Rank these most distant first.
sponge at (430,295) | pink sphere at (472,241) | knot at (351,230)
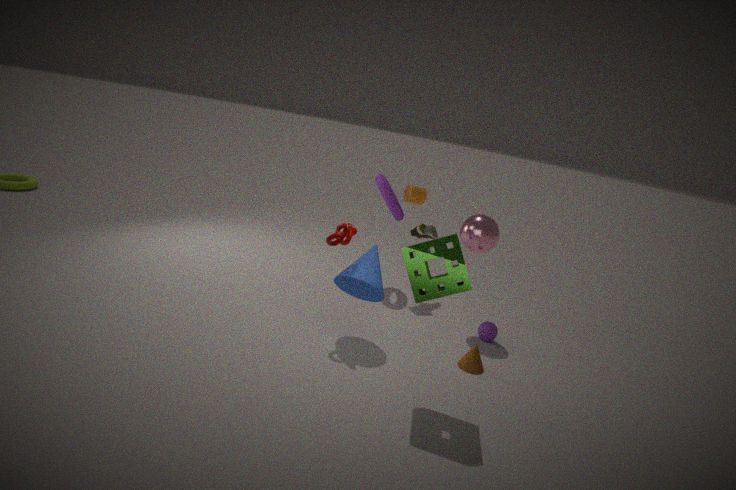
pink sphere at (472,241), knot at (351,230), sponge at (430,295)
